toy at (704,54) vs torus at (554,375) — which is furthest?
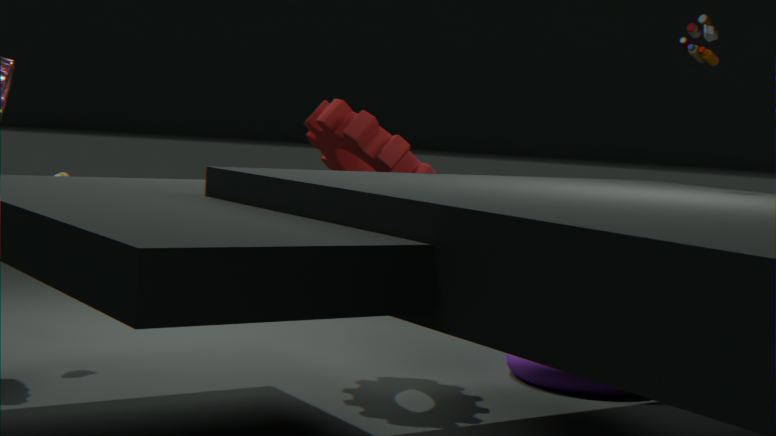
torus at (554,375)
